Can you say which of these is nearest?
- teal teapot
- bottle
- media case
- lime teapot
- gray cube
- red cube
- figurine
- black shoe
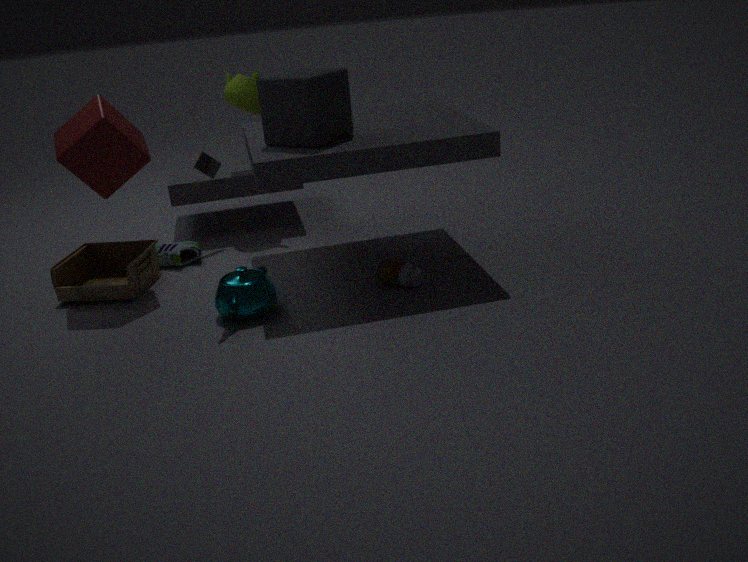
gray cube
